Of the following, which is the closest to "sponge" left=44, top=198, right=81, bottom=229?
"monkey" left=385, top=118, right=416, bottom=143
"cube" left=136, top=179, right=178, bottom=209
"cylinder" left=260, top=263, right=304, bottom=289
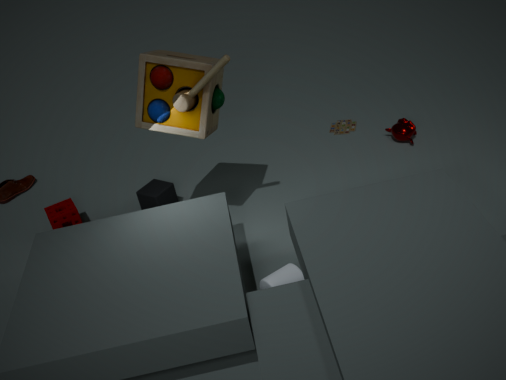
"cube" left=136, top=179, right=178, bottom=209
